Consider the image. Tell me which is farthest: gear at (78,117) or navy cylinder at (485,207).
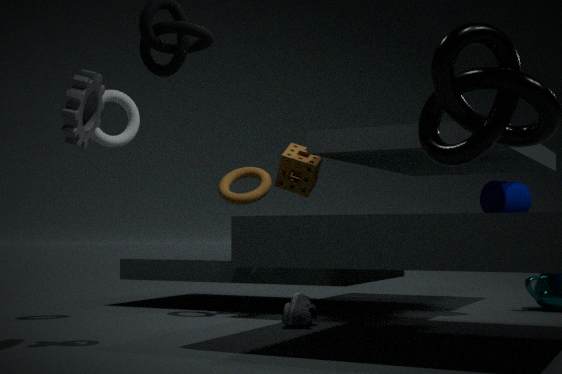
navy cylinder at (485,207)
